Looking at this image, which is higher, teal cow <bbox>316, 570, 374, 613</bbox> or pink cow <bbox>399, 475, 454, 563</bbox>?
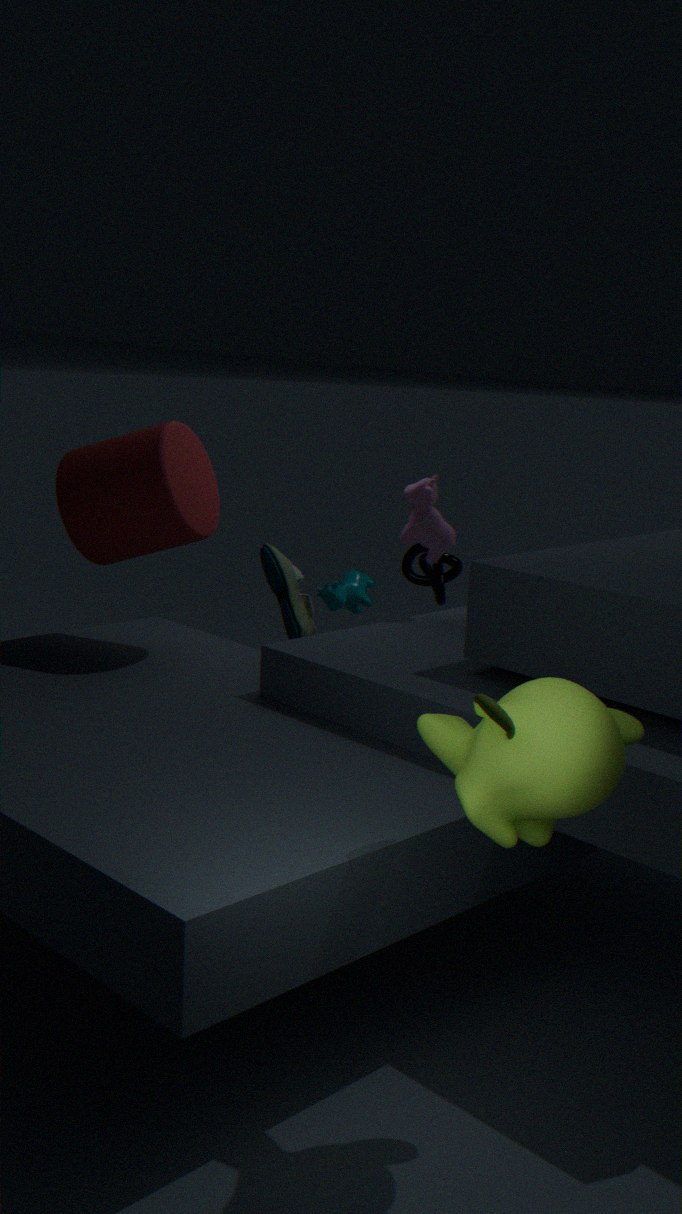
pink cow <bbox>399, 475, 454, 563</bbox>
